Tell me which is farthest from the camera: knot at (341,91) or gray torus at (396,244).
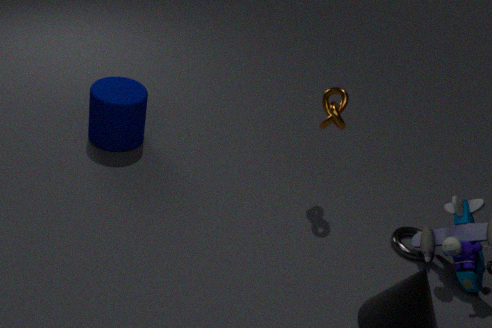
gray torus at (396,244)
